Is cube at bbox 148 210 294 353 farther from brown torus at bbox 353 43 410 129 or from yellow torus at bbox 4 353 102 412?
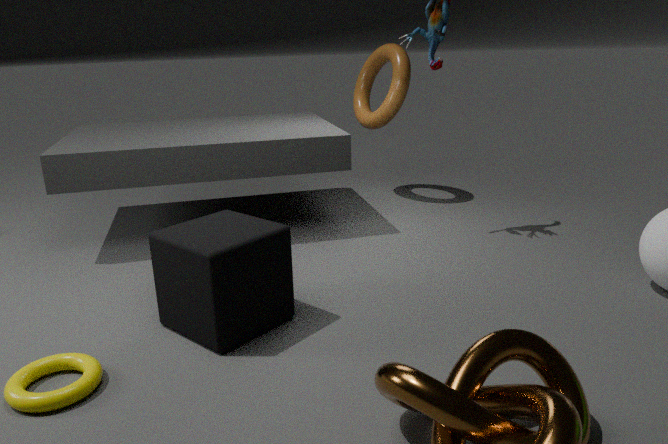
brown torus at bbox 353 43 410 129
